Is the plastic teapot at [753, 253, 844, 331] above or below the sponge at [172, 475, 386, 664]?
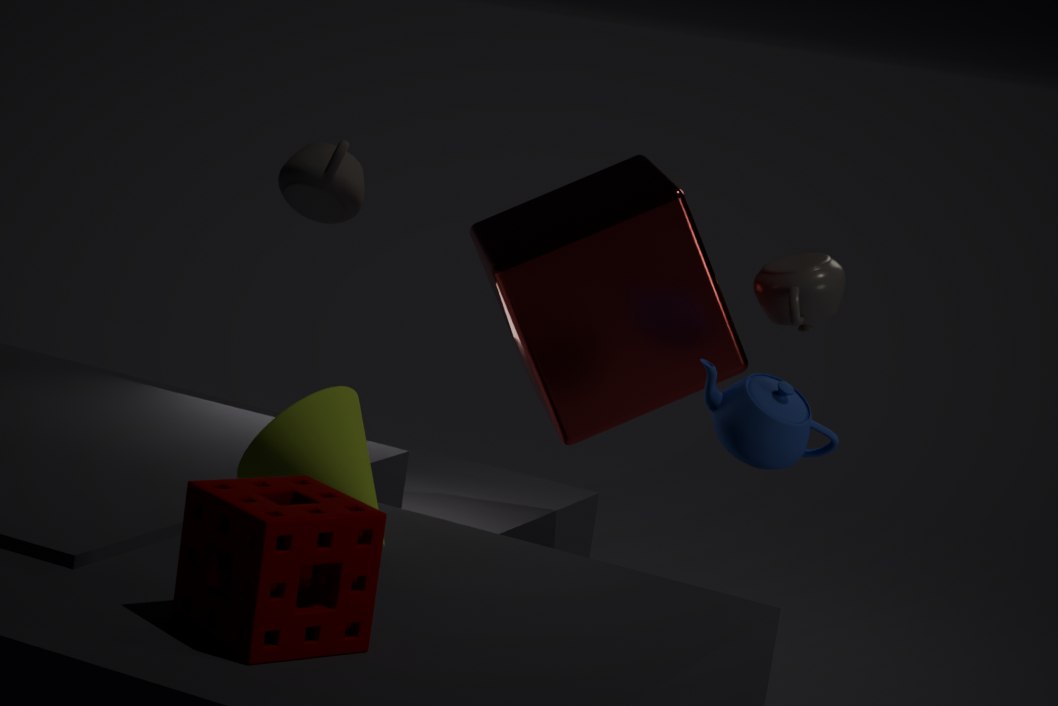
above
